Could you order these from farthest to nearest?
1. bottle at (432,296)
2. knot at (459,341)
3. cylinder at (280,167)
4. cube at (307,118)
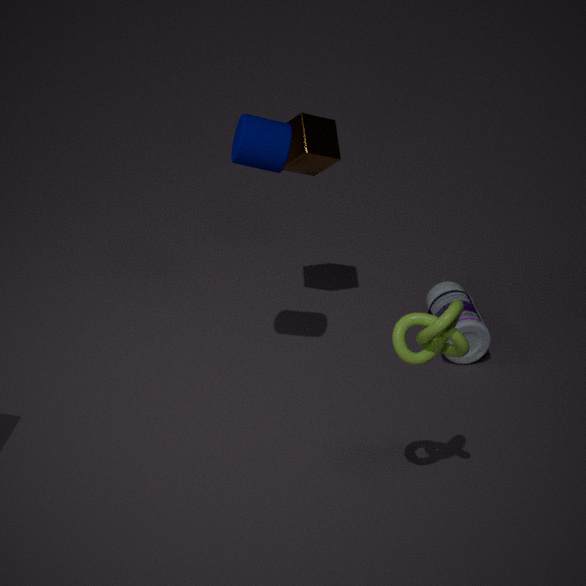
bottle at (432,296) < cube at (307,118) < cylinder at (280,167) < knot at (459,341)
